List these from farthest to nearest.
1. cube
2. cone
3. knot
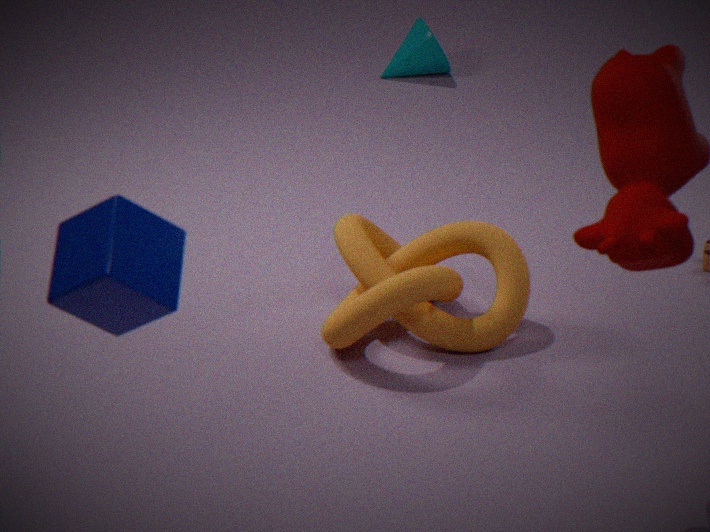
1. cone
2. knot
3. cube
